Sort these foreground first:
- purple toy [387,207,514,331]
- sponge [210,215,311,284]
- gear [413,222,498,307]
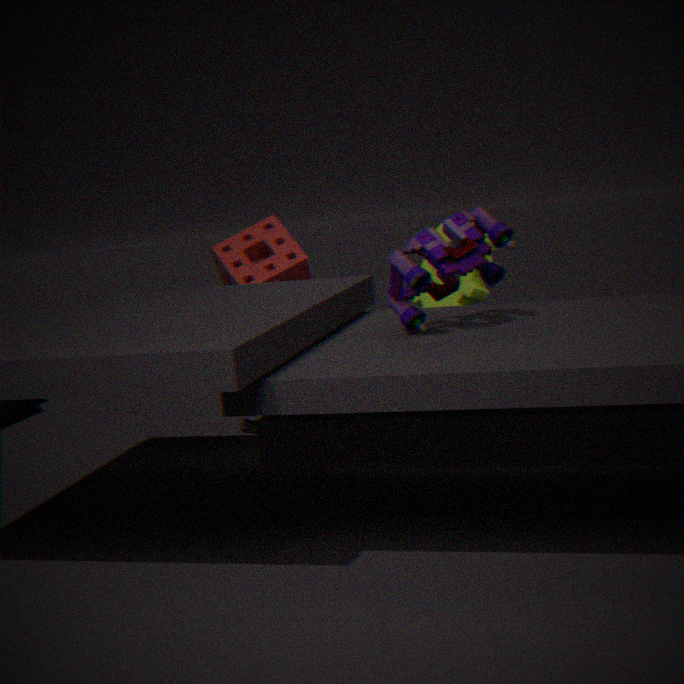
purple toy [387,207,514,331] < gear [413,222,498,307] < sponge [210,215,311,284]
